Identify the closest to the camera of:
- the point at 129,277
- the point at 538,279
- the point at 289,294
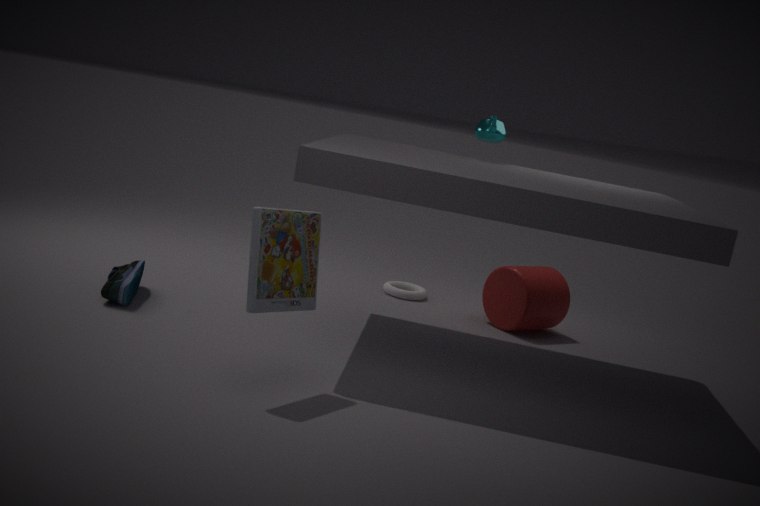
the point at 289,294
